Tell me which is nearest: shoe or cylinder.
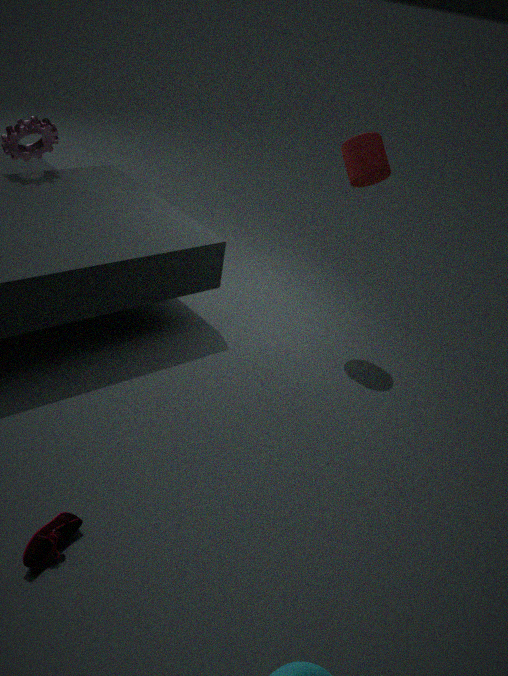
shoe
